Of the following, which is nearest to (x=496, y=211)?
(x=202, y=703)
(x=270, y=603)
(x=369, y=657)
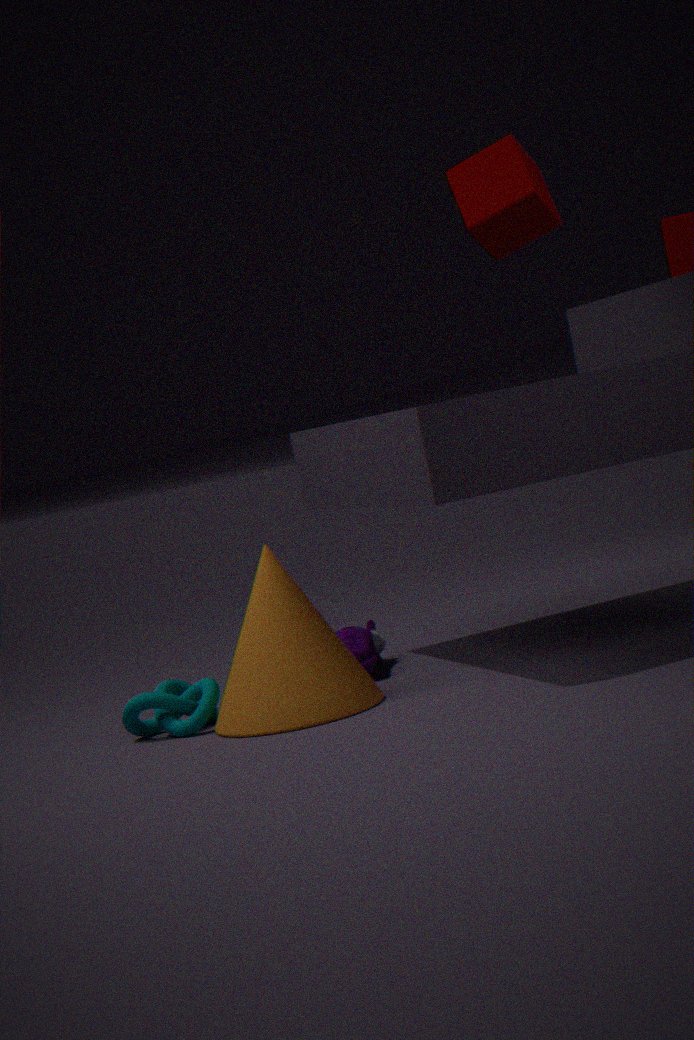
(x=270, y=603)
